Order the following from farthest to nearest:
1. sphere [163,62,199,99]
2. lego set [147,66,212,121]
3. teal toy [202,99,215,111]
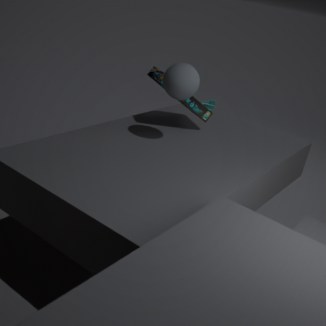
teal toy [202,99,215,111], lego set [147,66,212,121], sphere [163,62,199,99]
